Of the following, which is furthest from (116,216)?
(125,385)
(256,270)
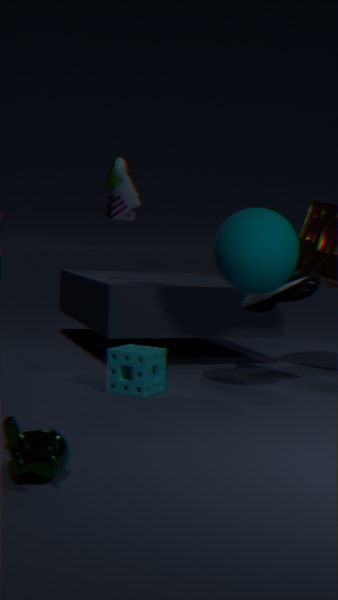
(125,385)
